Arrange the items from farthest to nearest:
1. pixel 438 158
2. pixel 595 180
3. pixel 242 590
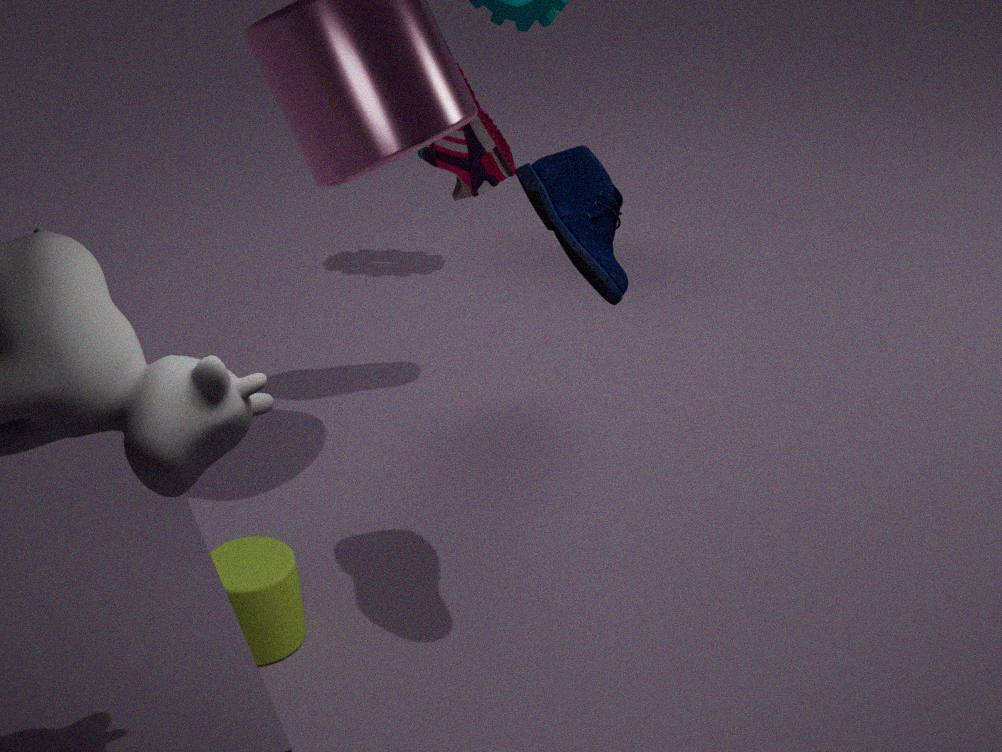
1. pixel 438 158
2. pixel 242 590
3. pixel 595 180
